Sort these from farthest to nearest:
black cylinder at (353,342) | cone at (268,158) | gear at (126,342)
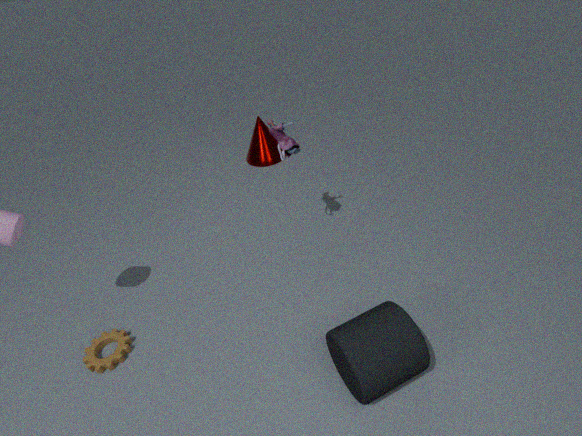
cone at (268,158)
gear at (126,342)
black cylinder at (353,342)
